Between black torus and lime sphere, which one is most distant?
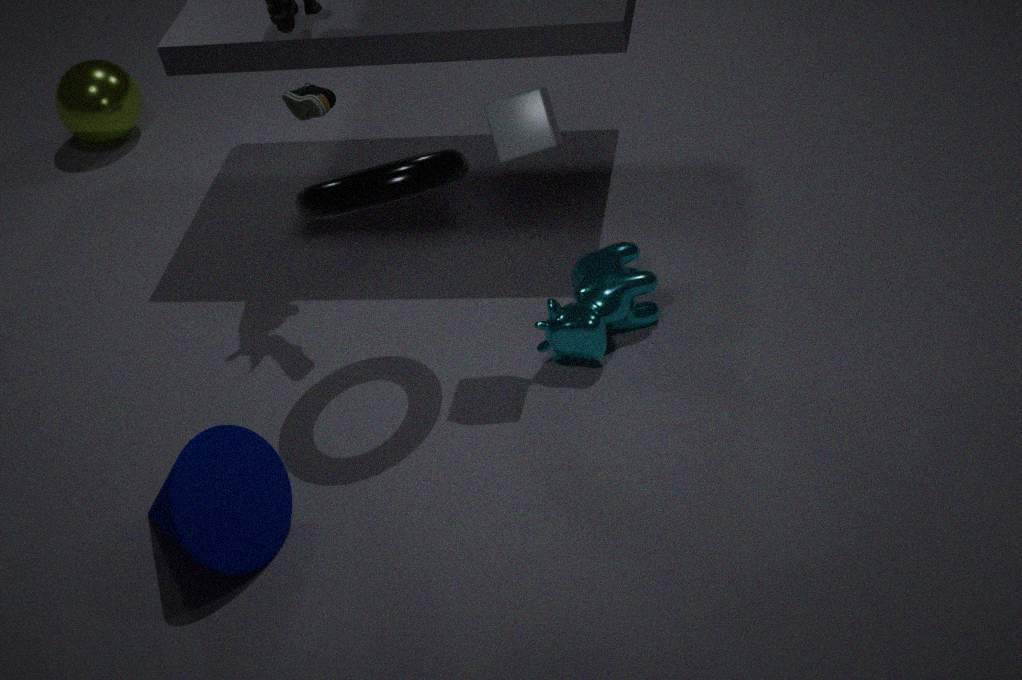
lime sphere
